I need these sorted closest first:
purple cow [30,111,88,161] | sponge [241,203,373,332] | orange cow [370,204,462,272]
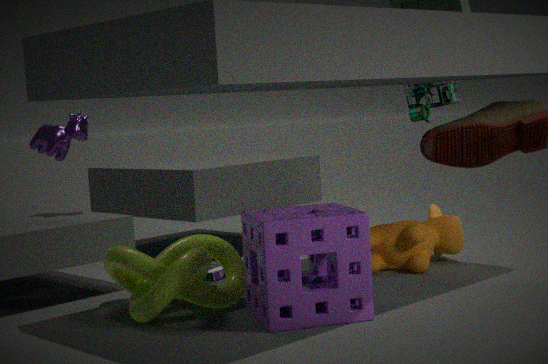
1. sponge [241,203,373,332]
2. purple cow [30,111,88,161]
3. orange cow [370,204,462,272]
